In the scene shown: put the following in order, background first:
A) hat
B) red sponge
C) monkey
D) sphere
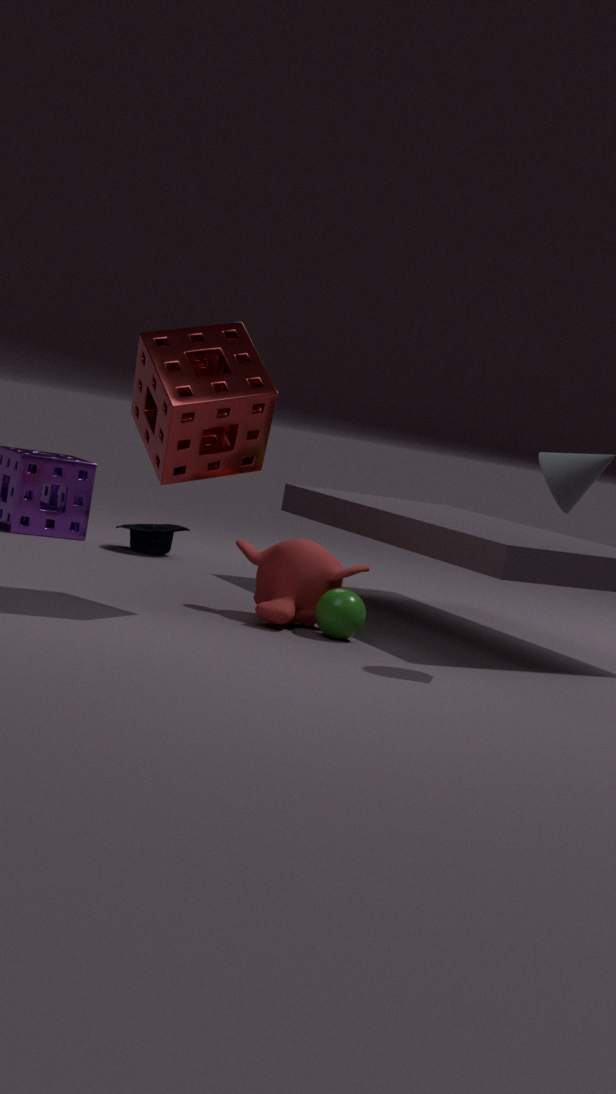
hat
monkey
sphere
red sponge
